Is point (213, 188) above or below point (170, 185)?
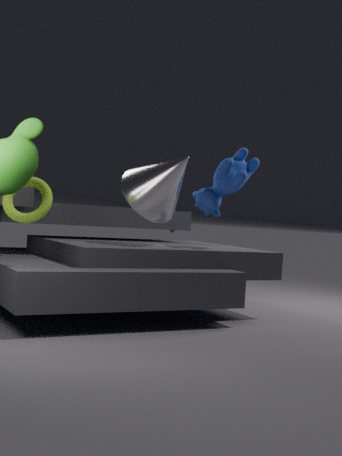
above
